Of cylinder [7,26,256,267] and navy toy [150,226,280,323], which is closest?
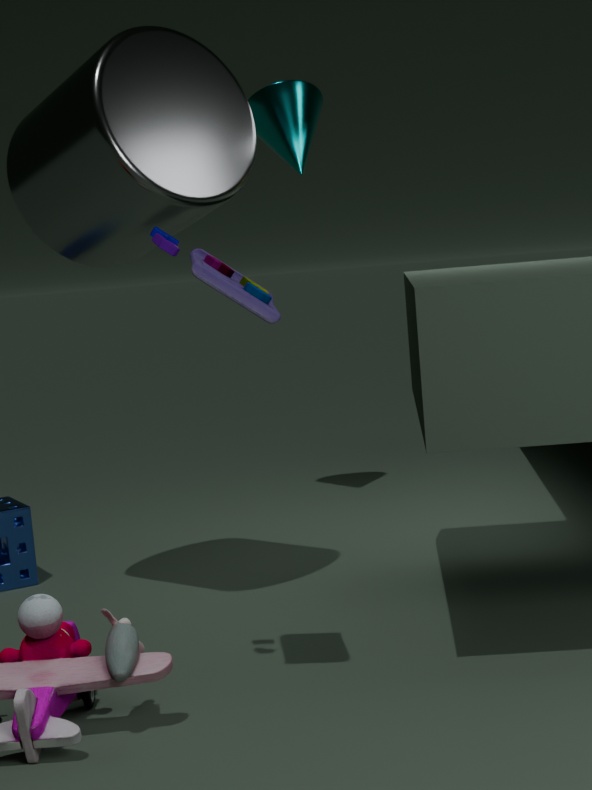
navy toy [150,226,280,323]
